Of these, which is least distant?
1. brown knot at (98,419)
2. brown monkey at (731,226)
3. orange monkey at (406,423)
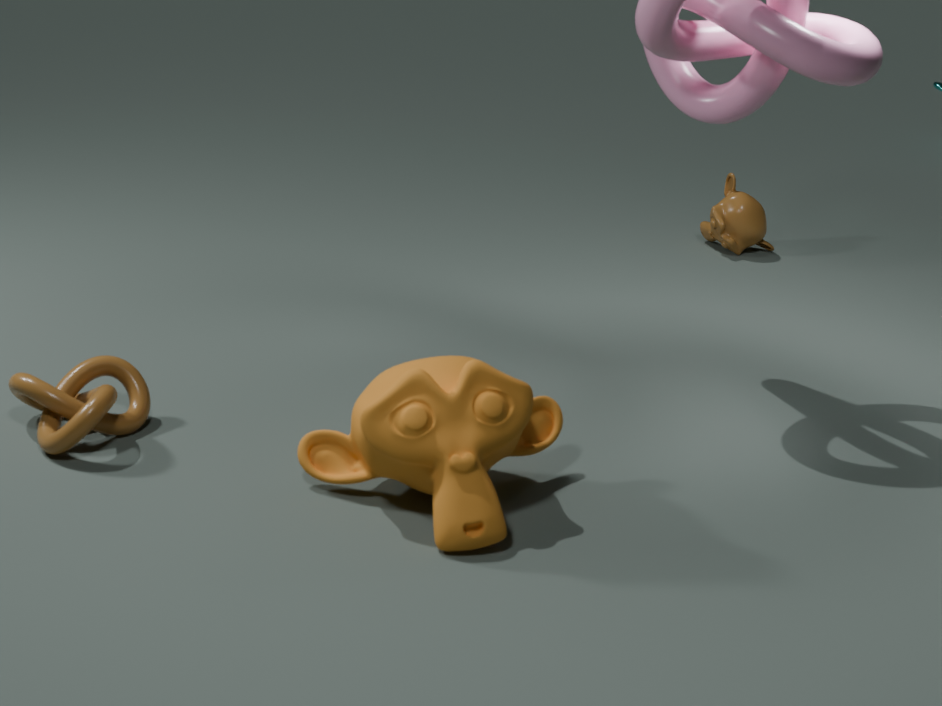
orange monkey at (406,423)
